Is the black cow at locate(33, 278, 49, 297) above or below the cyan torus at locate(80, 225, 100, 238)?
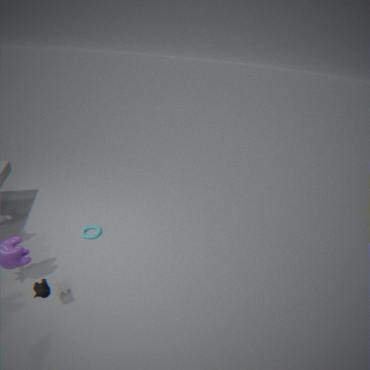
above
